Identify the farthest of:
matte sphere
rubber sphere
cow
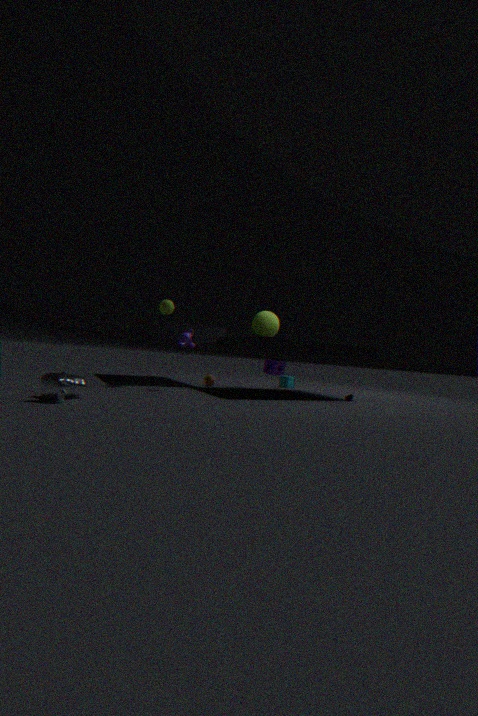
rubber sphere
